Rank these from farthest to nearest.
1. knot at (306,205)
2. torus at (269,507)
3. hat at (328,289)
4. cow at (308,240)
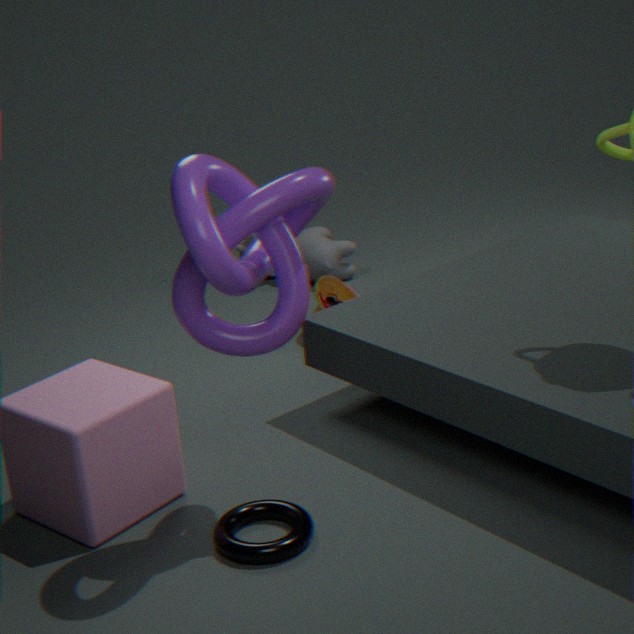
1. cow at (308,240)
2. hat at (328,289)
3. torus at (269,507)
4. knot at (306,205)
